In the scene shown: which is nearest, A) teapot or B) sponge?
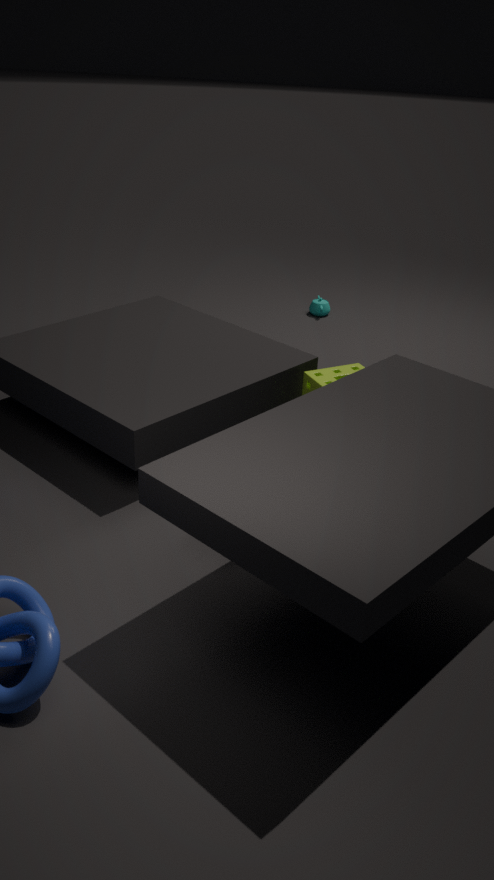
B. sponge
